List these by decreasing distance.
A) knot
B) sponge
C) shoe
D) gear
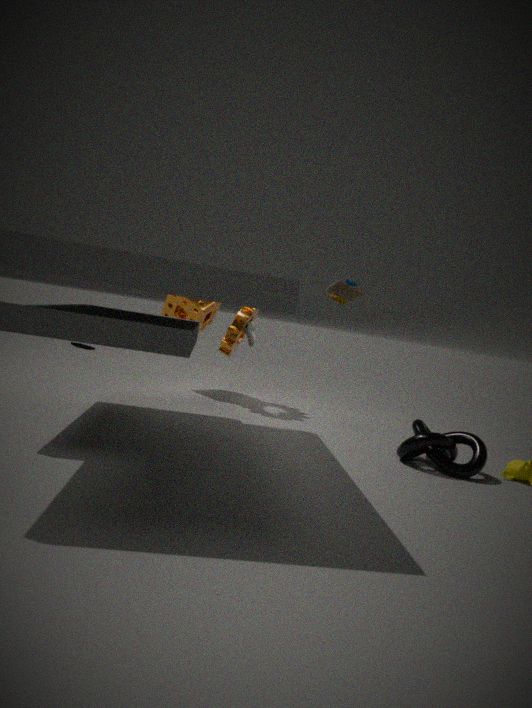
1. sponge
2. shoe
3. gear
4. knot
